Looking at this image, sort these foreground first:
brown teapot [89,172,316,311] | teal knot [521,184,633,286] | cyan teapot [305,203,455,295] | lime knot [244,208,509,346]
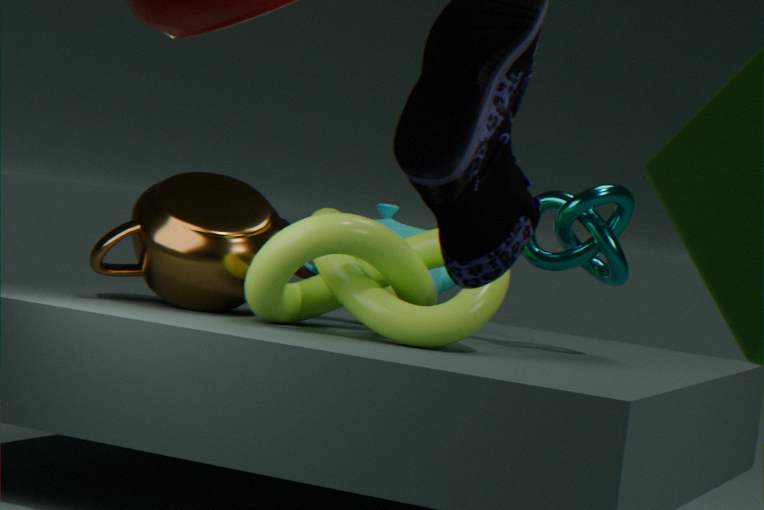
lime knot [244,208,509,346] → brown teapot [89,172,316,311] → teal knot [521,184,633,286] → cyan teapot [305,203,455,295]
